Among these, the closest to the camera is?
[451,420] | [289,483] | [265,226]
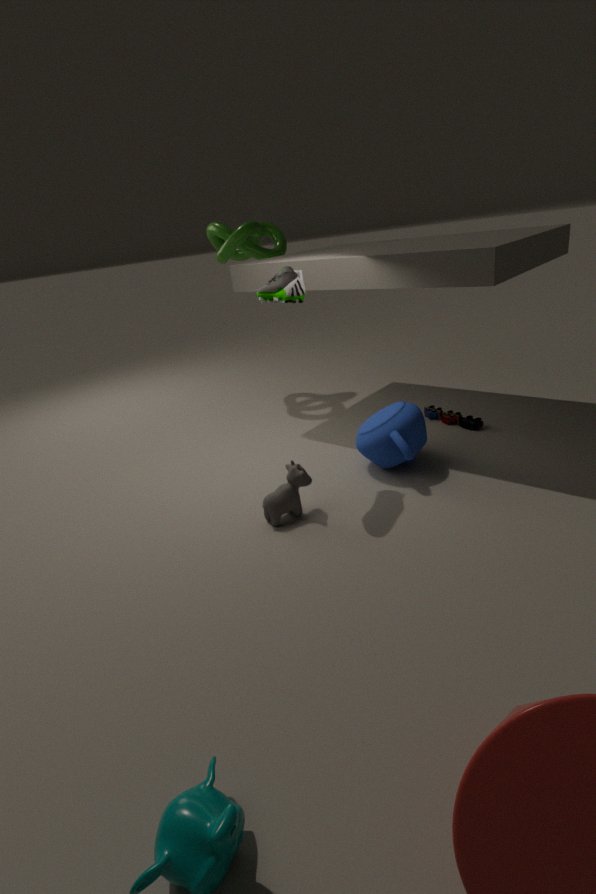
[289,483]
